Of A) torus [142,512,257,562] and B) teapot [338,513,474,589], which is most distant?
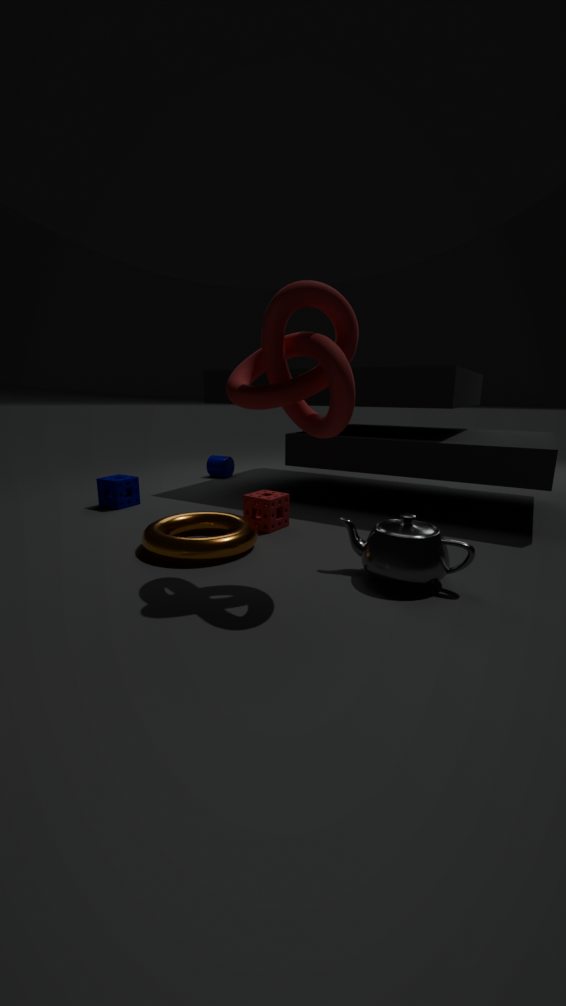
A. torus [142,512,257,562]
